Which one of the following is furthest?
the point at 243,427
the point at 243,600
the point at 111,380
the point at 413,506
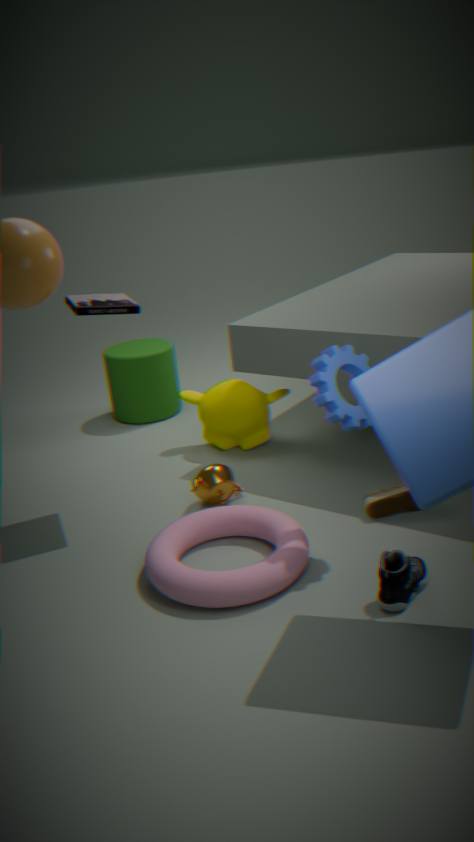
the point at 111,380
